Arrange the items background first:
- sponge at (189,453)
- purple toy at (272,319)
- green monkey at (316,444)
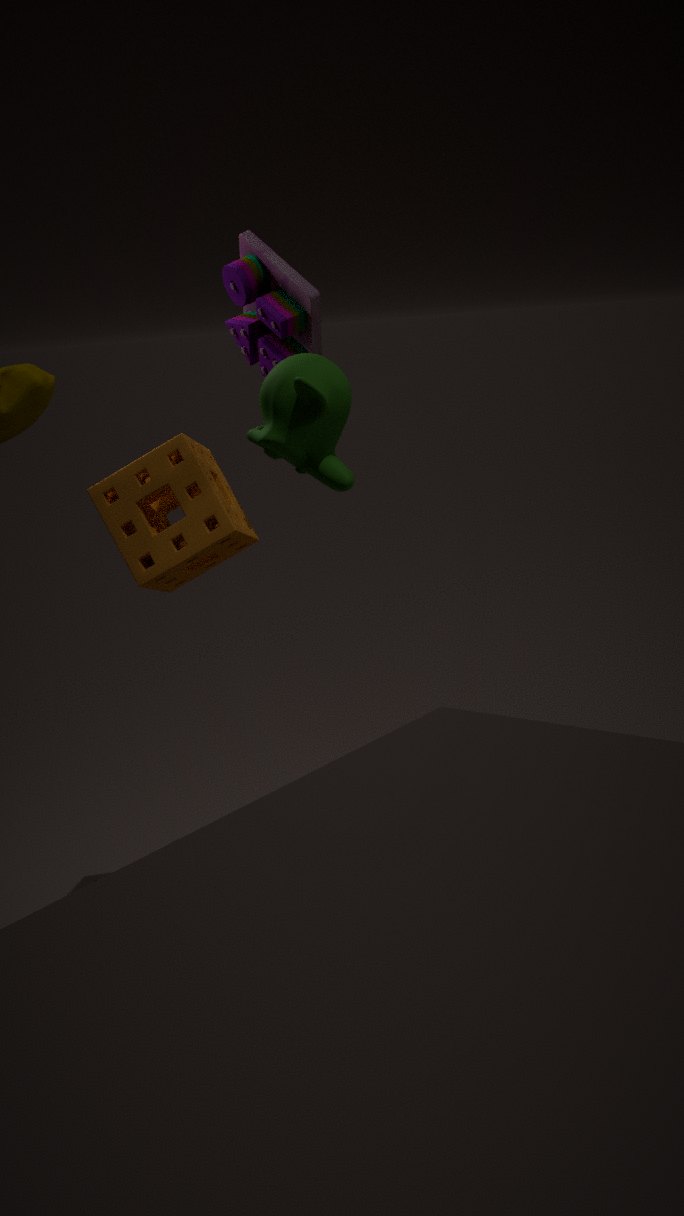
sponge at (189,453), purple toy at (272,319), green monkey at (316,444)
